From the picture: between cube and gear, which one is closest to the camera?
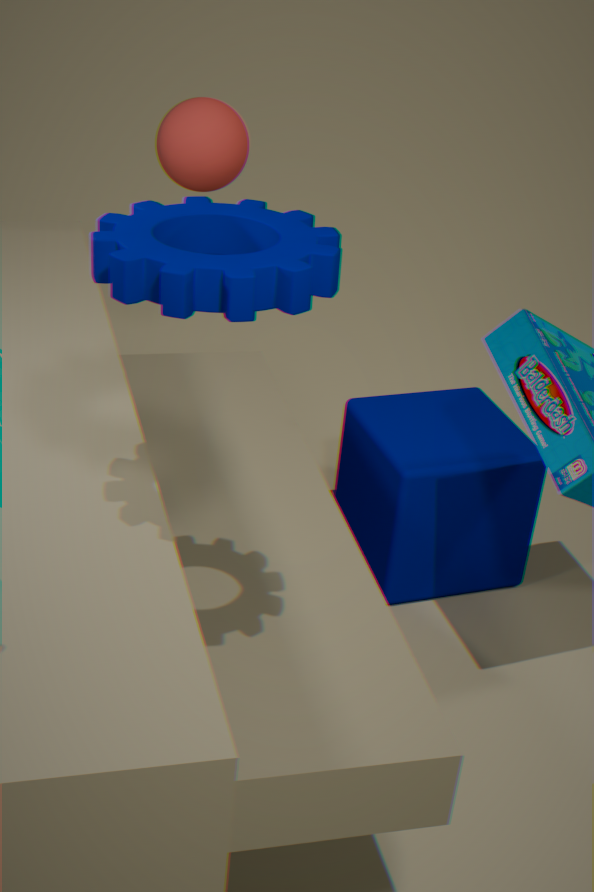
gear
